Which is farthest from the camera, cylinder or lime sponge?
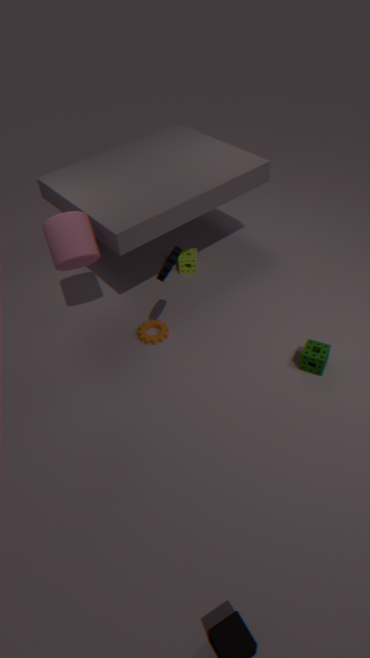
lime sponge
